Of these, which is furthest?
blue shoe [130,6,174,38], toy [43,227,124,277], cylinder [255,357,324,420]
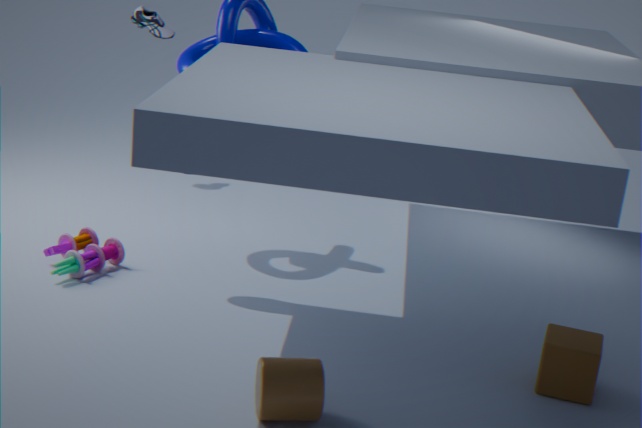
blue shoe [130,6,174,38]
